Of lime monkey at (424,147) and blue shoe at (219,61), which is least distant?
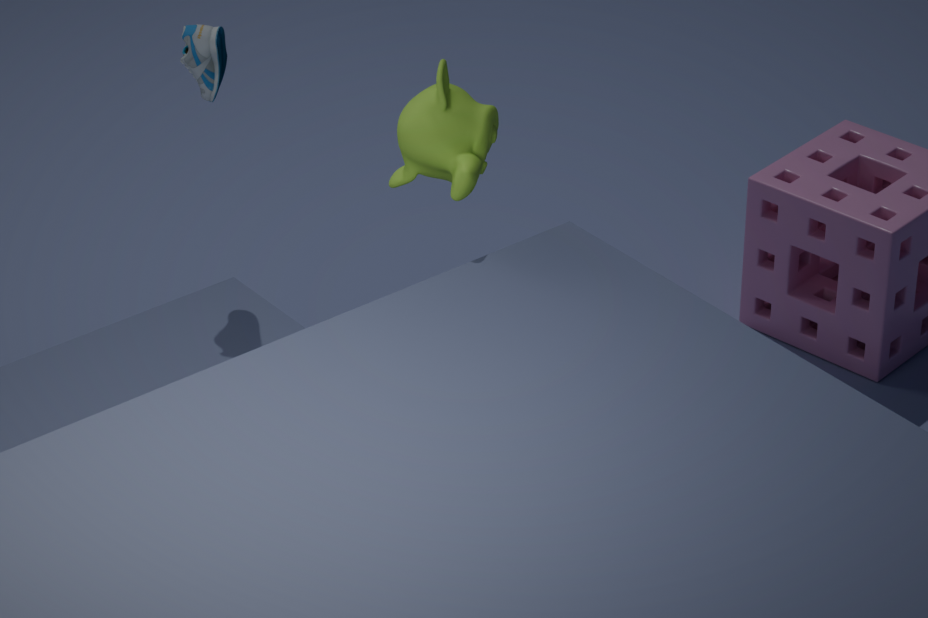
lime monkey at (424,147)
